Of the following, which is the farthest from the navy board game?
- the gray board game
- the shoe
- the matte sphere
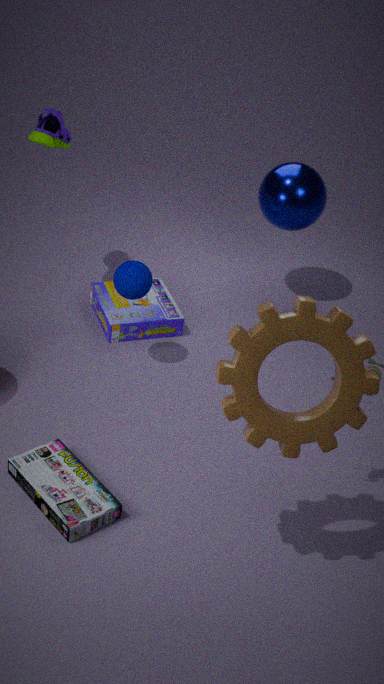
the gray board game
